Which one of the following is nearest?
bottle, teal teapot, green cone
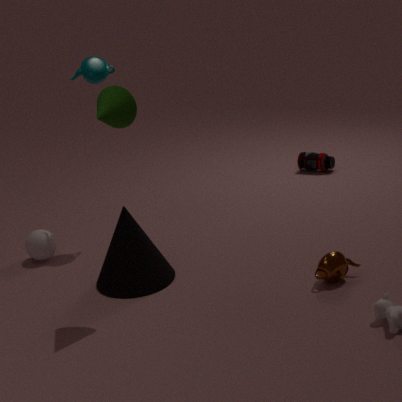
green cone
